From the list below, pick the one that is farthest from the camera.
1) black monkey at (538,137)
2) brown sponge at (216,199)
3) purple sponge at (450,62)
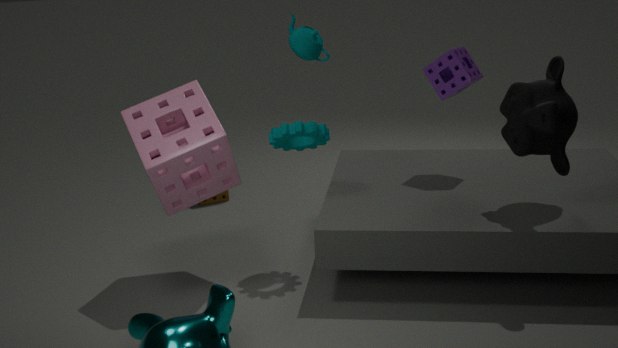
2. brown sponge at (216,199)
